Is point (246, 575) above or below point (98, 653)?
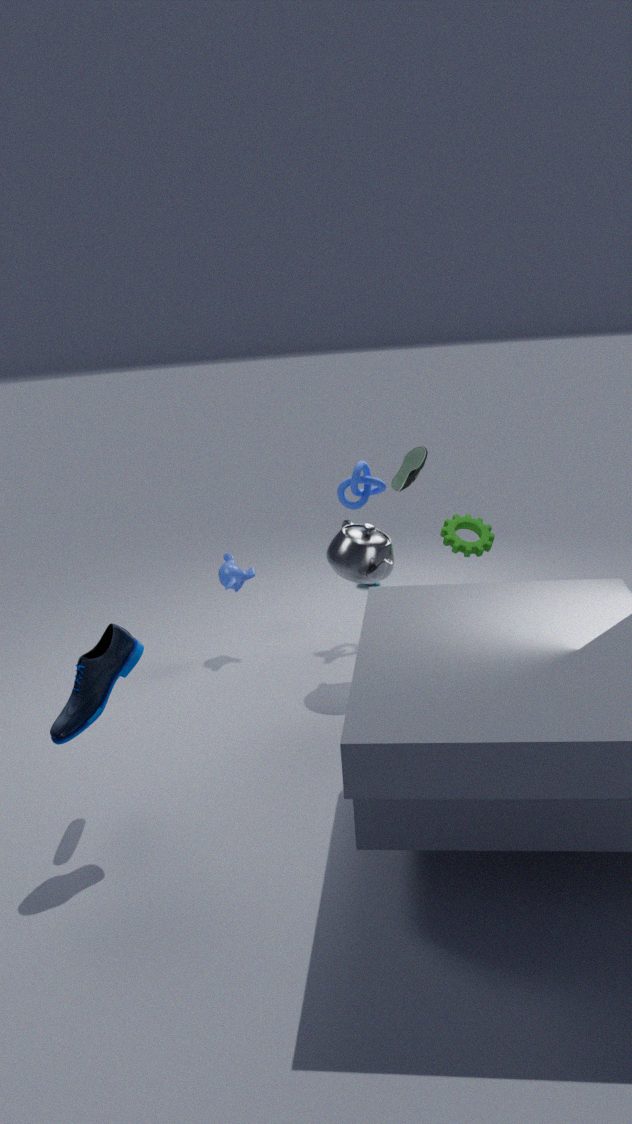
below
